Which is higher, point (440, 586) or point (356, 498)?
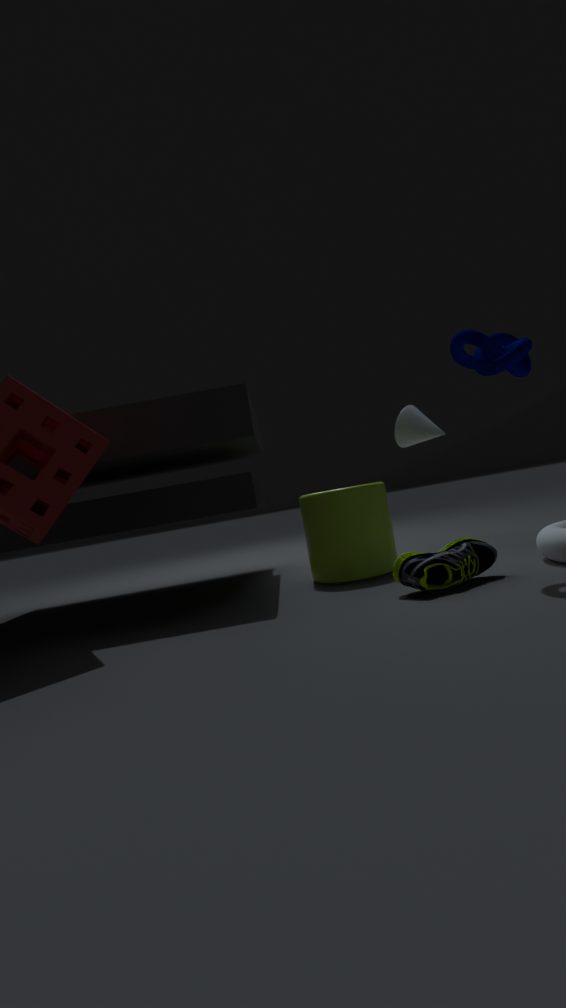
point (356, 498)
